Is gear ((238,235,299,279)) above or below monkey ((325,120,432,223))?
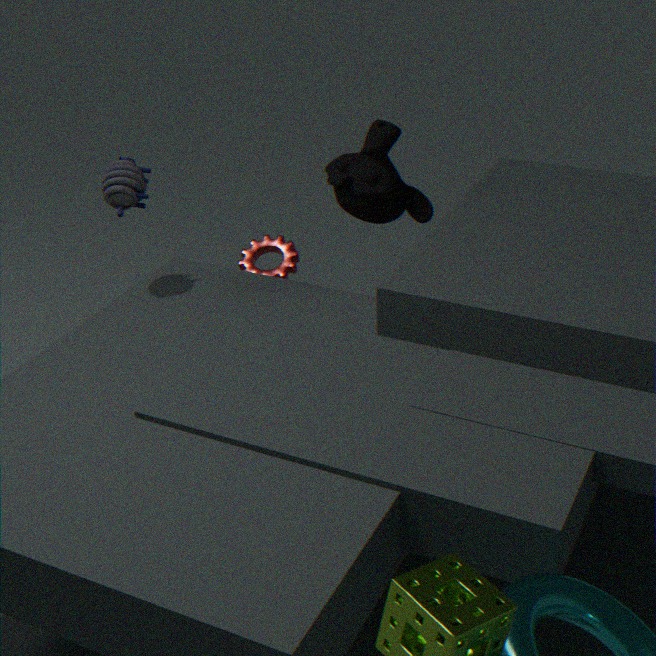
below
